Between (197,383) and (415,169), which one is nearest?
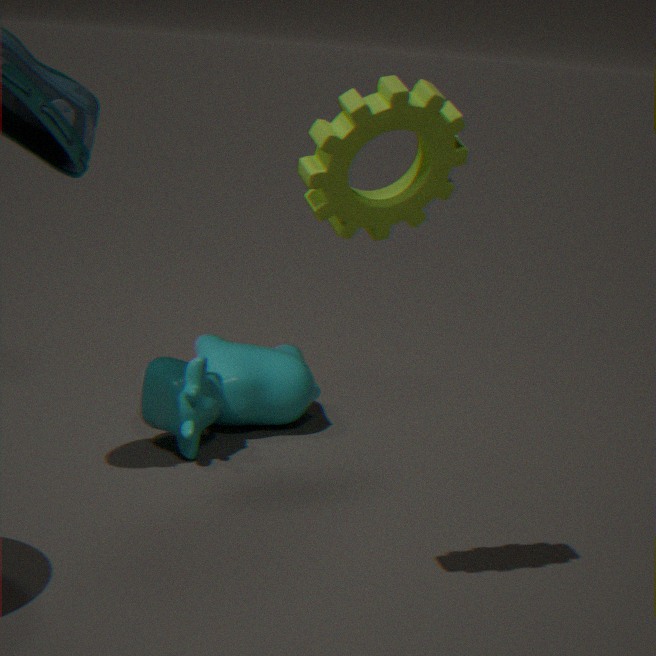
(415,169)
